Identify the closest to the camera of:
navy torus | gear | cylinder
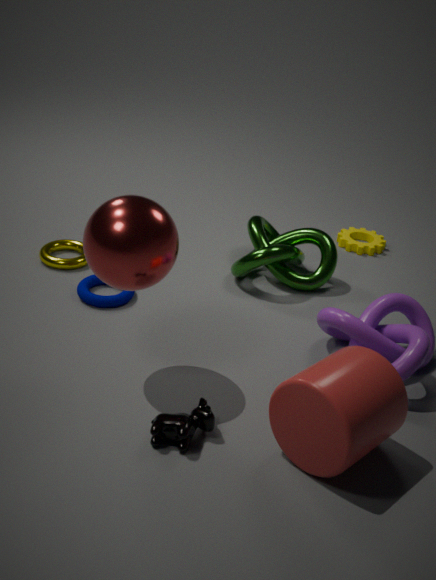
cylinder
